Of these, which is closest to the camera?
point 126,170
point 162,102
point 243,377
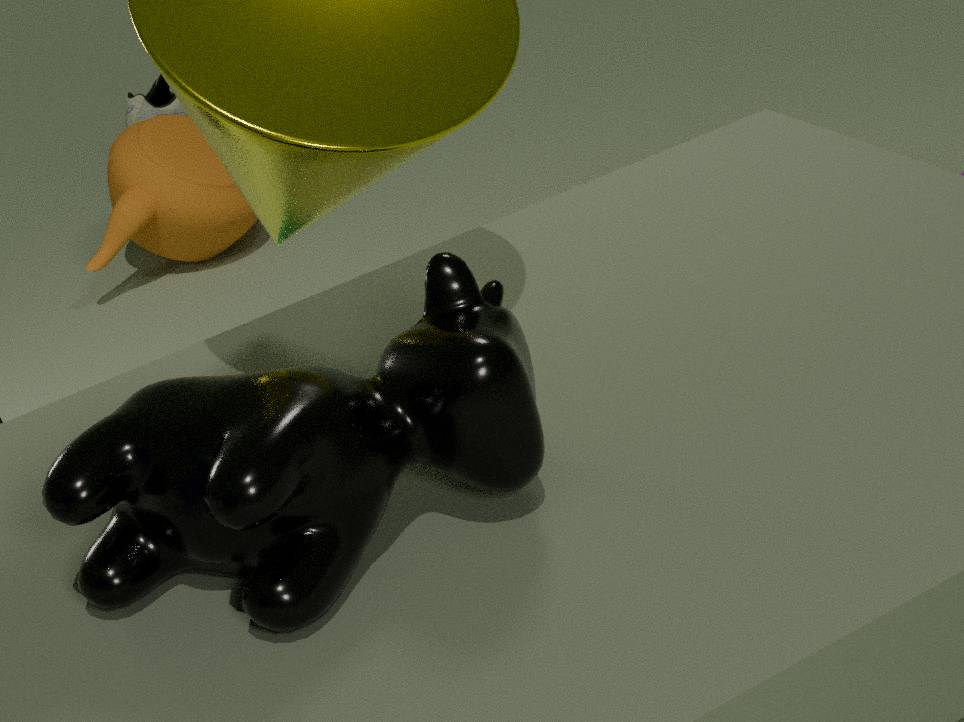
point 243,377
